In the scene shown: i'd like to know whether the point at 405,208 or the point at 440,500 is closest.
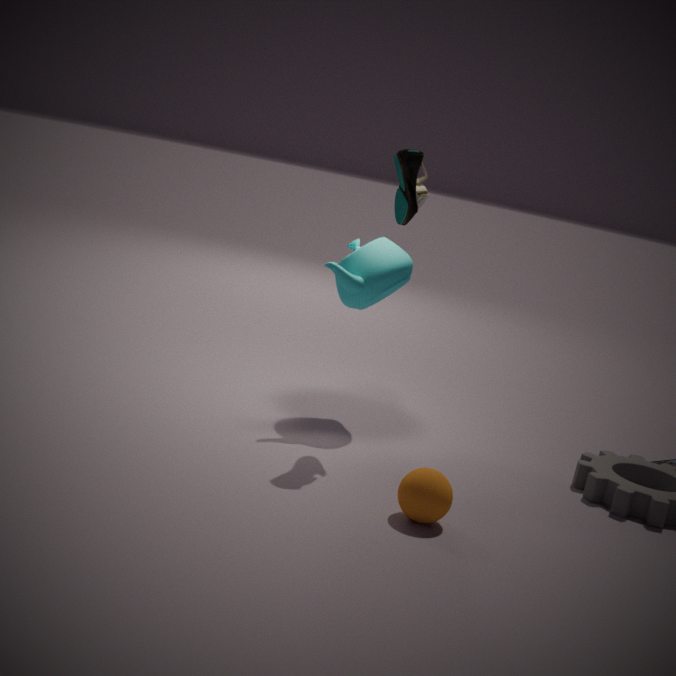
the point at 440,500
